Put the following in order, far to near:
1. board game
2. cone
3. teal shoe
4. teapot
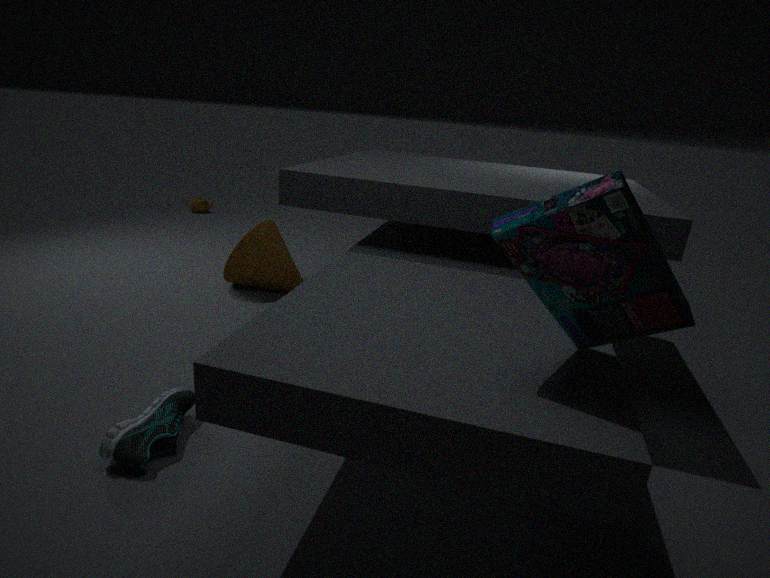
teapot, cone, teal shoe, board game
